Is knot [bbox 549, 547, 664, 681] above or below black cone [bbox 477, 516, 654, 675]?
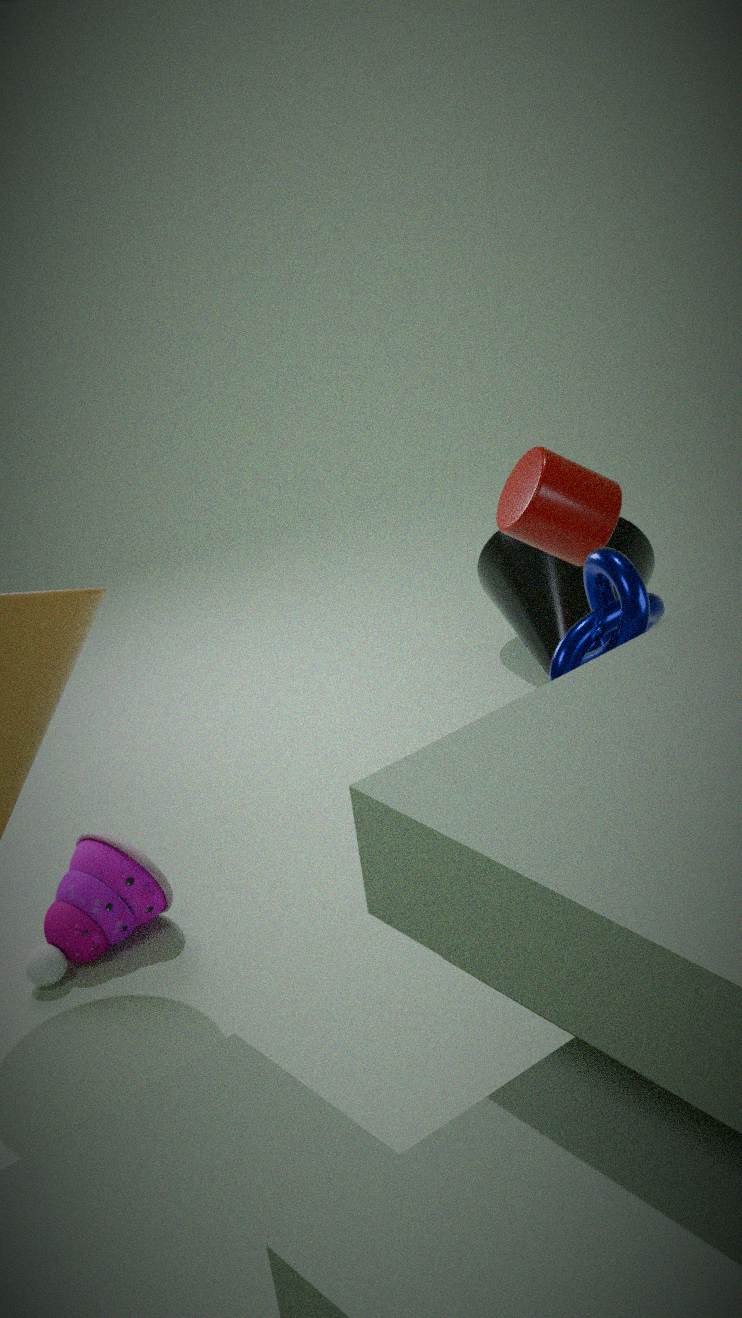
above
